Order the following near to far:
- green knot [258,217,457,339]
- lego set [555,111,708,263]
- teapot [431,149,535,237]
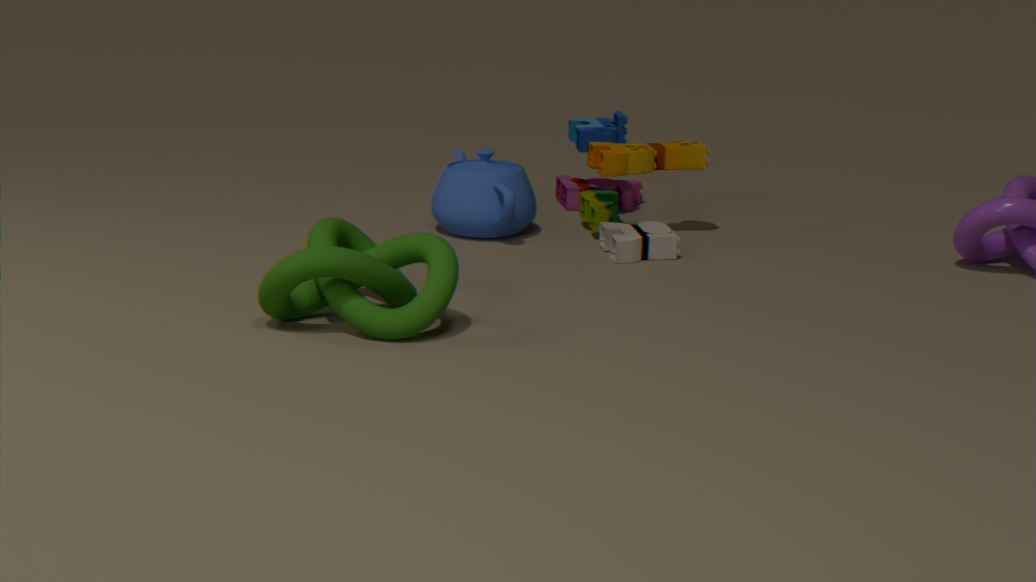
green knot [258,217,457,339] → lego set [555,111,708,263] → teapot [431,149,535,237]
